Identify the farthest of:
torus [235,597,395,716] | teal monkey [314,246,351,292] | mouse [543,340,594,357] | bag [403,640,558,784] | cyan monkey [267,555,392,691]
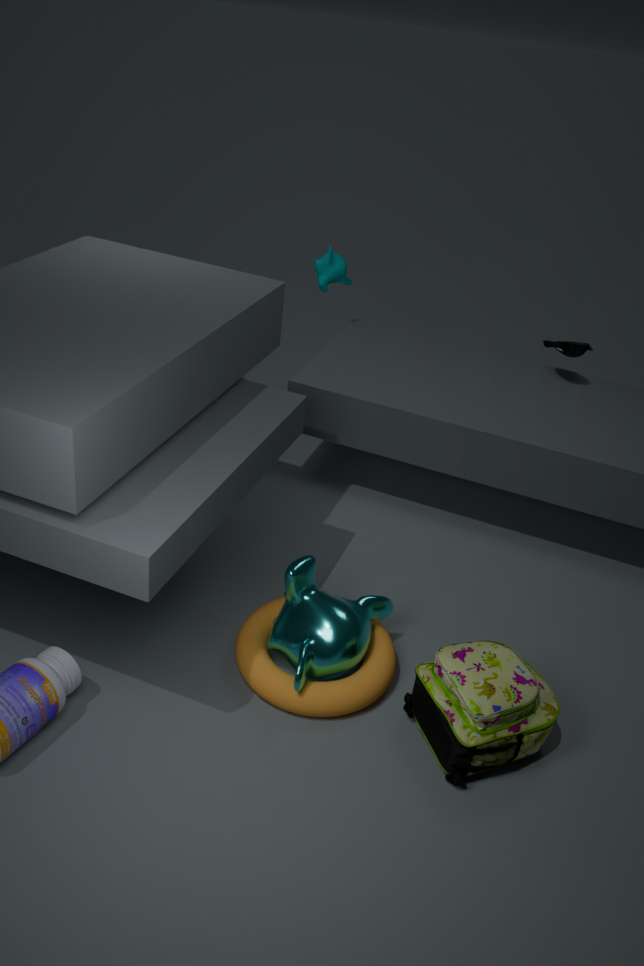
teal monkey [314,246,351,292]
